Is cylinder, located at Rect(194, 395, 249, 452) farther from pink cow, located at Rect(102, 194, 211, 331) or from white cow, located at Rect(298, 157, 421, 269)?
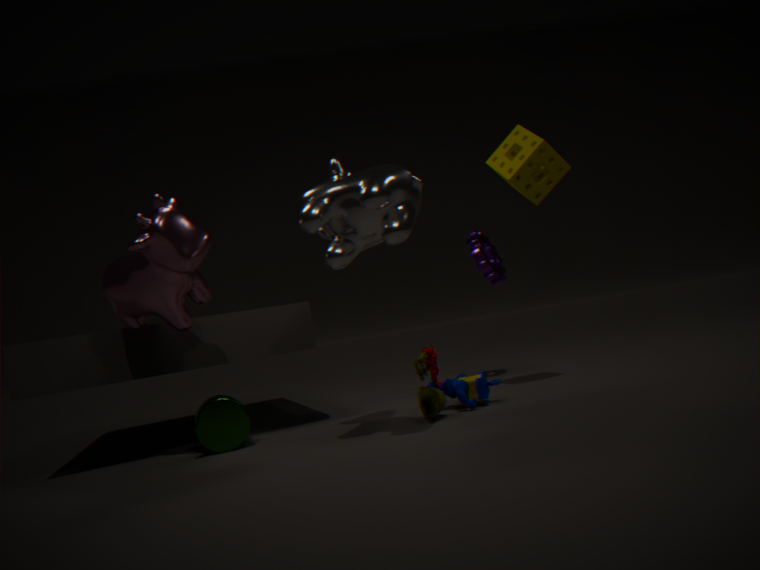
white cow, located at Rect(298, 157, 421, 269)
